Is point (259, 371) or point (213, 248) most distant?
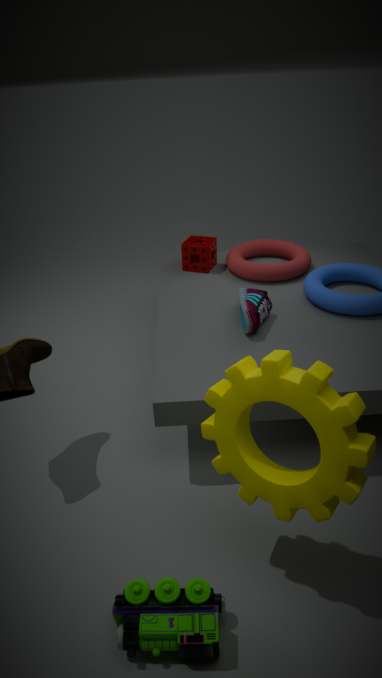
point (213, 248)
